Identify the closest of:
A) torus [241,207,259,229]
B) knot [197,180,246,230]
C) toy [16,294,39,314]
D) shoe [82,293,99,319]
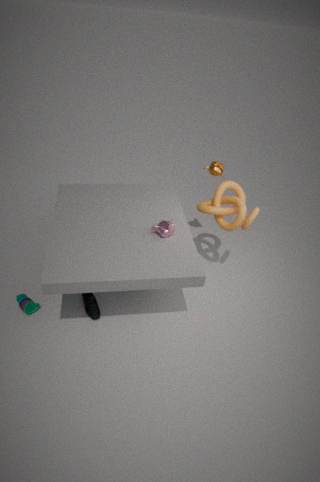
toy [16,294,39,314]
